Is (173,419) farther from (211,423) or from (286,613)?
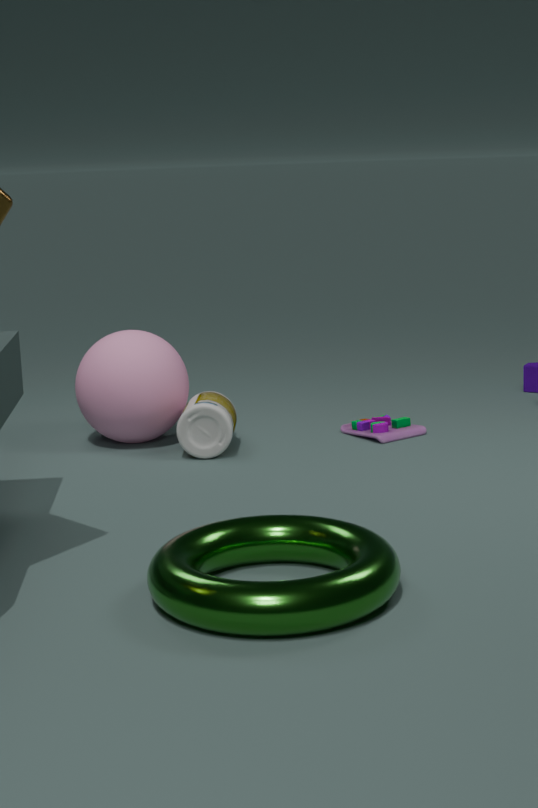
(286,613)
